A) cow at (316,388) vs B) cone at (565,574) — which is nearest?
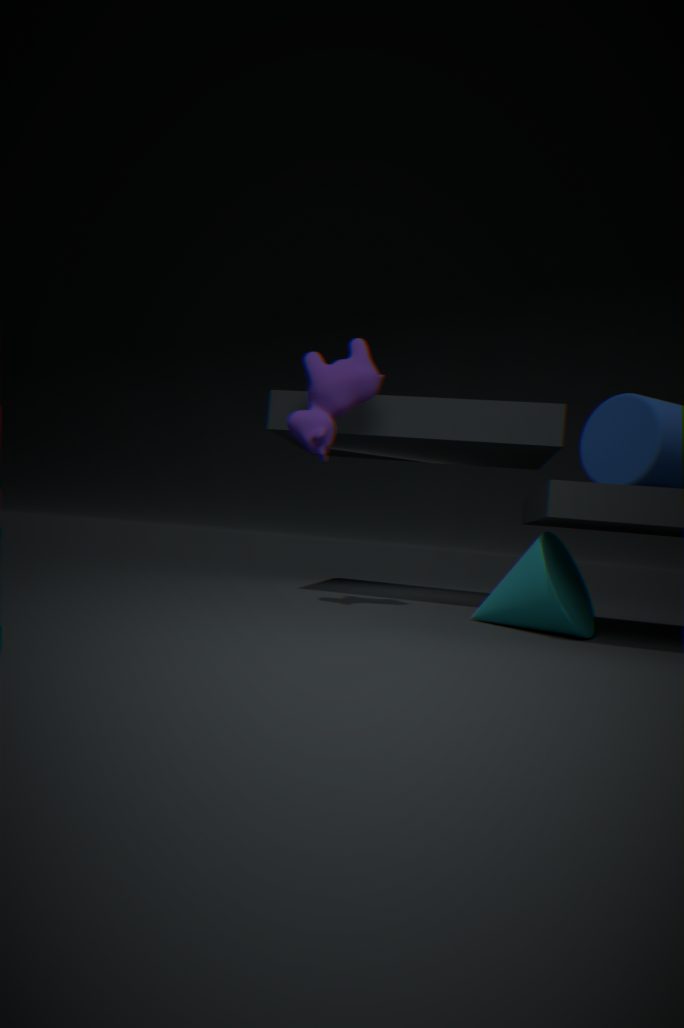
B. cone at (565,574)
